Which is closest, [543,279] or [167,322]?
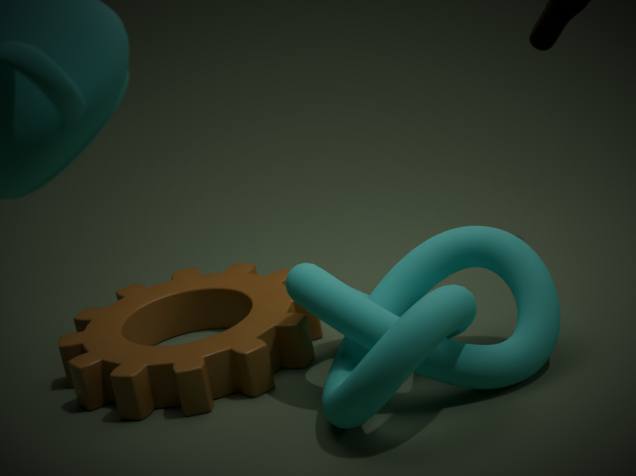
[543,279]
